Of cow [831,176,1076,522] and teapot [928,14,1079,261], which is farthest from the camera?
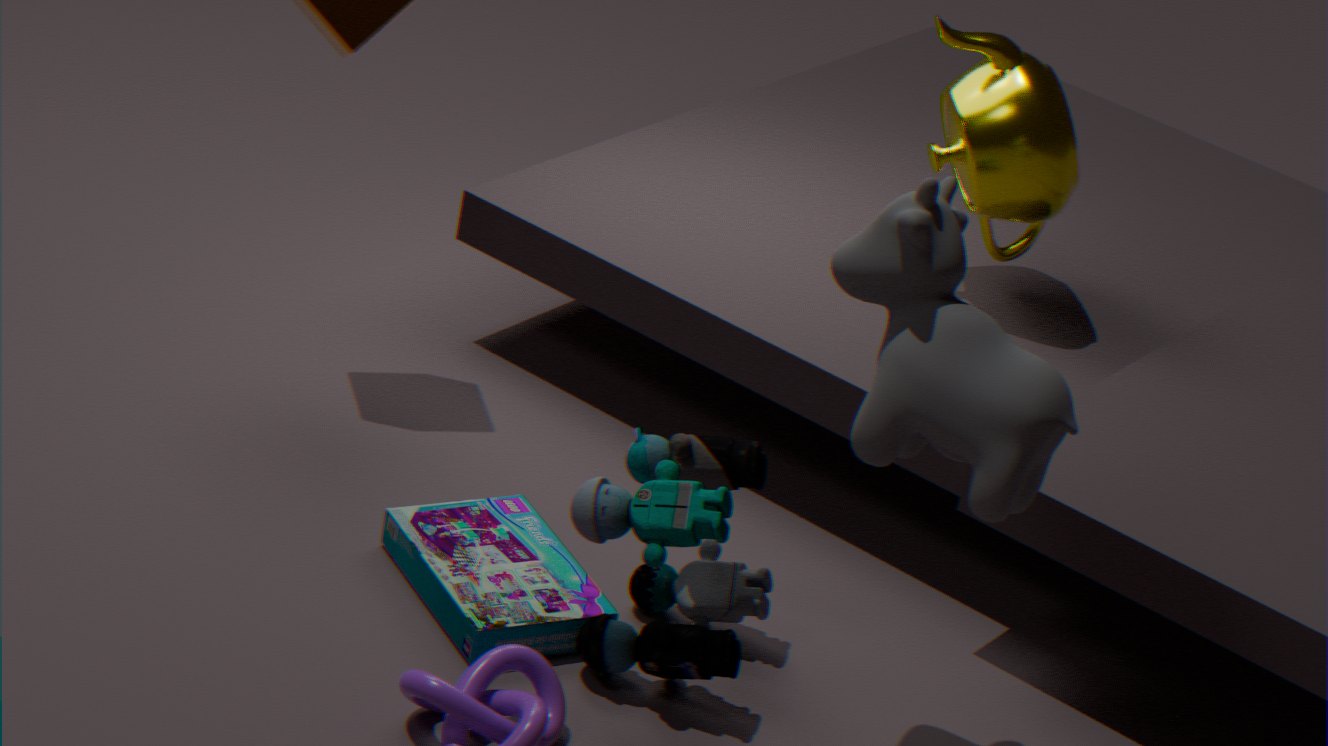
teapot [928,14,1079,261]
